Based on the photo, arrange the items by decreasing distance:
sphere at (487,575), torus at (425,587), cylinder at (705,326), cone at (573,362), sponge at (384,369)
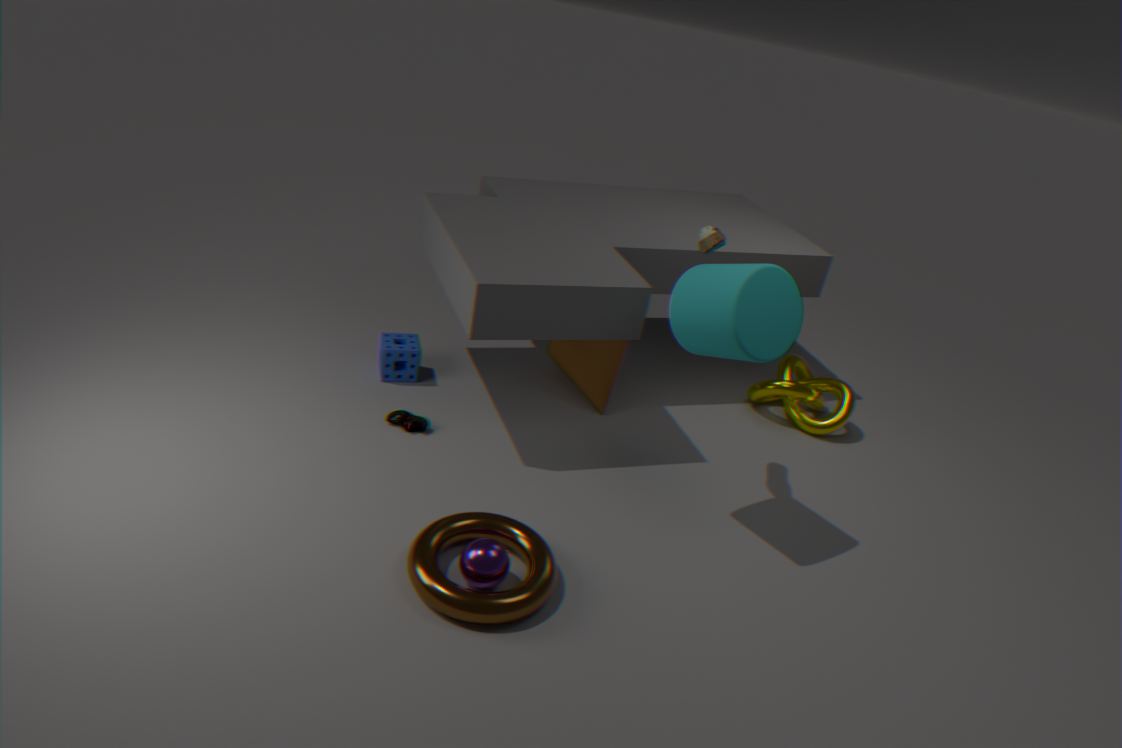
cone at (573,362) → sponge at (384,369) → cylinder at (705,326) → sphere at (487,575) → torus at (425,587)
